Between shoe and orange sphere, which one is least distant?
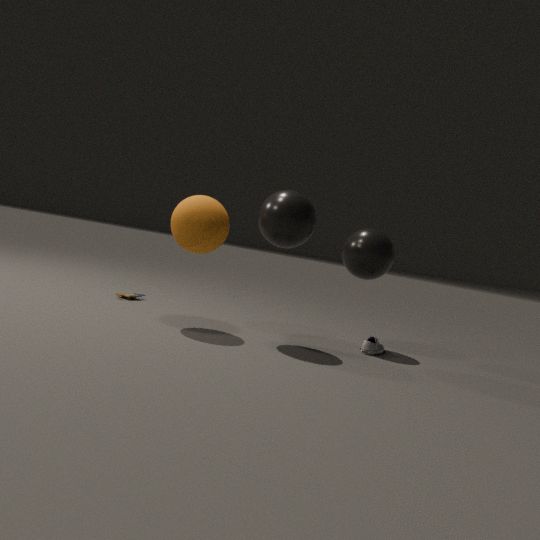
orange sphere
